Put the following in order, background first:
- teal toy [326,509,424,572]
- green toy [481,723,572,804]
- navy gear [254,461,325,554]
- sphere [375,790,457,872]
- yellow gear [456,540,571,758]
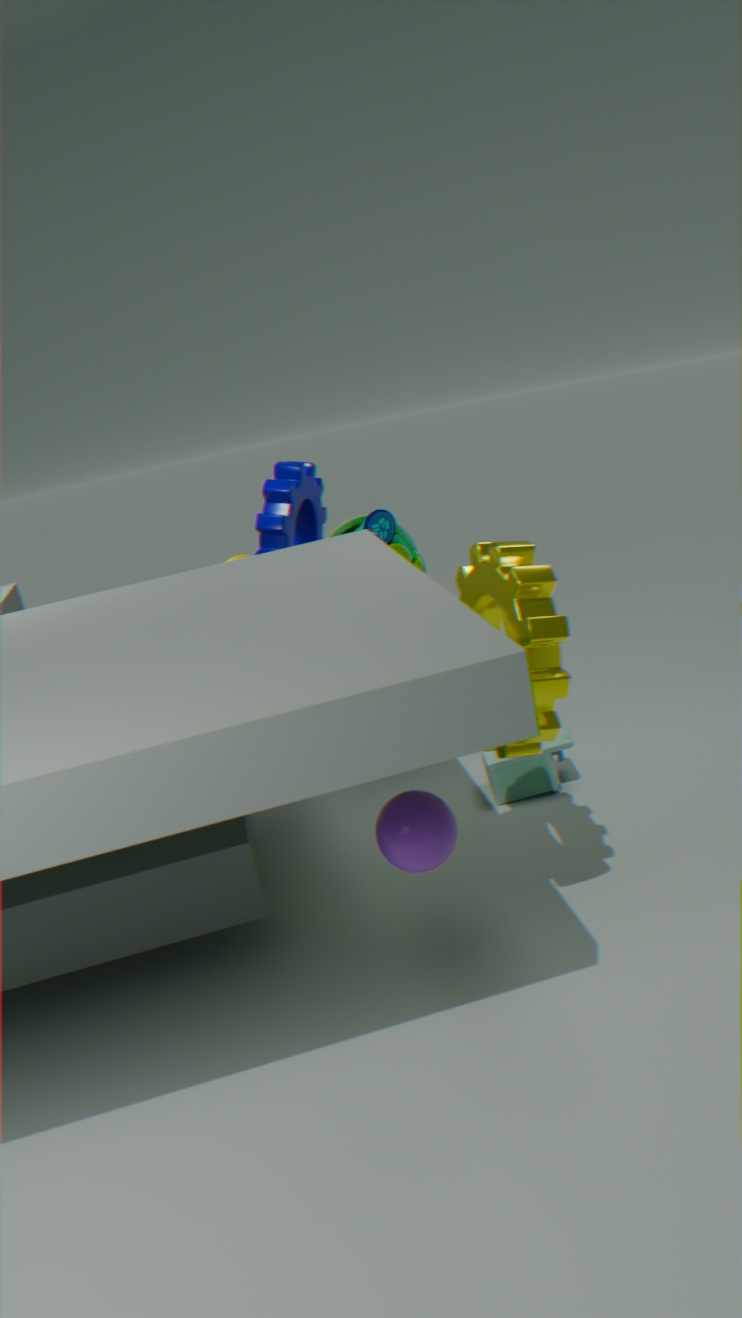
teal toy [326,509,424,572] → navy gear [254,461,325,554] → green toy [481,723,572,804] → yellow gear [456,540,571,758] → sphere [375,790,457,872]
